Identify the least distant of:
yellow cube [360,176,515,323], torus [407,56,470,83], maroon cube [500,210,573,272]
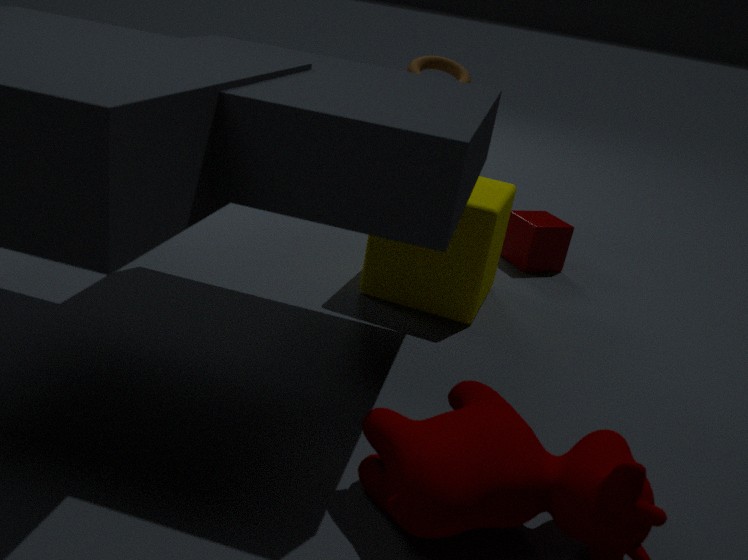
yellow cube [360,176,515,323]
